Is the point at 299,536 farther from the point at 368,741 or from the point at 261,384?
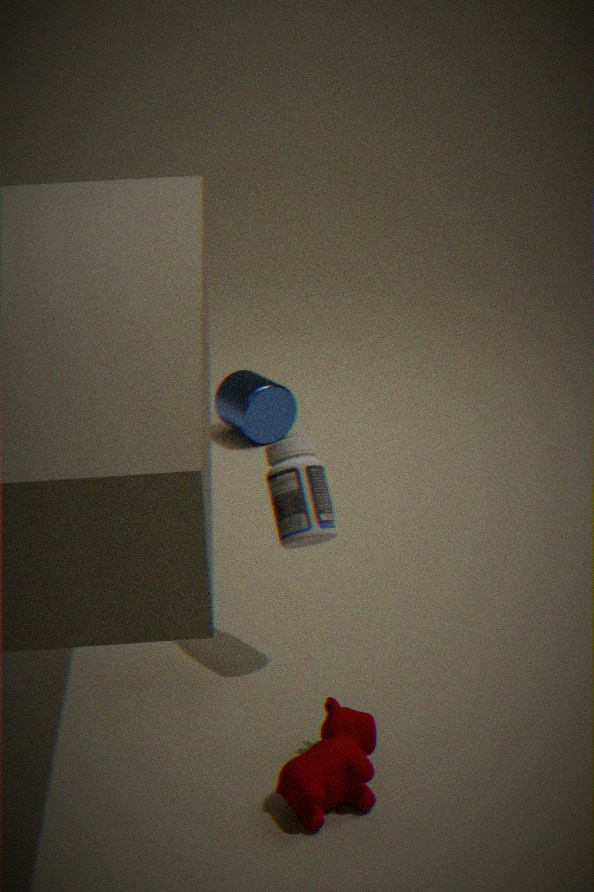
the point at 261,384
